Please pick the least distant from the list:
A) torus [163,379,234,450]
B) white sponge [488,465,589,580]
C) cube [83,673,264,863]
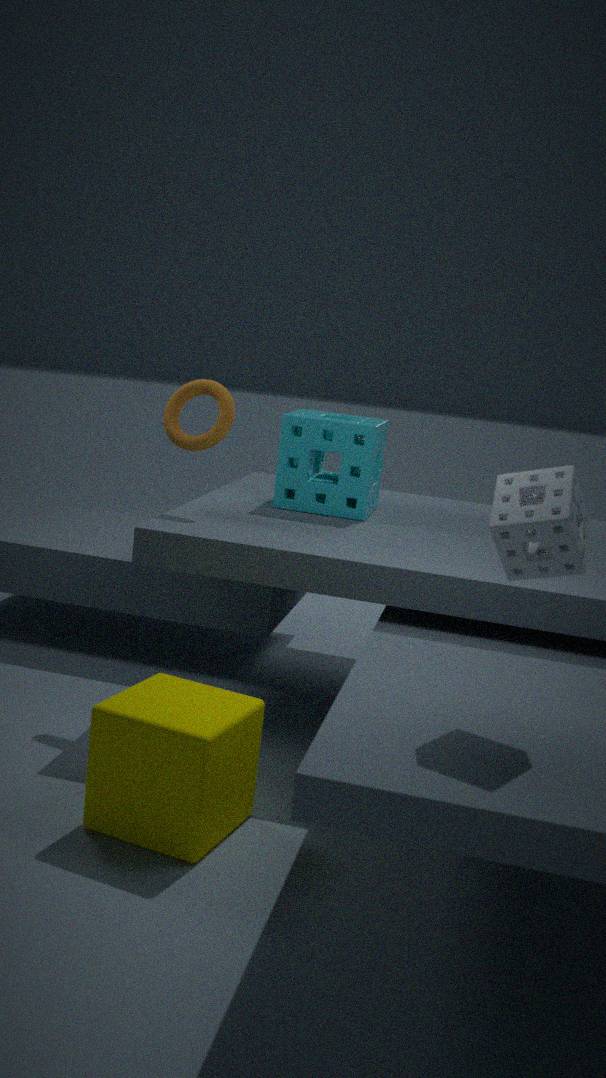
white sponge [488,465,589,580]
